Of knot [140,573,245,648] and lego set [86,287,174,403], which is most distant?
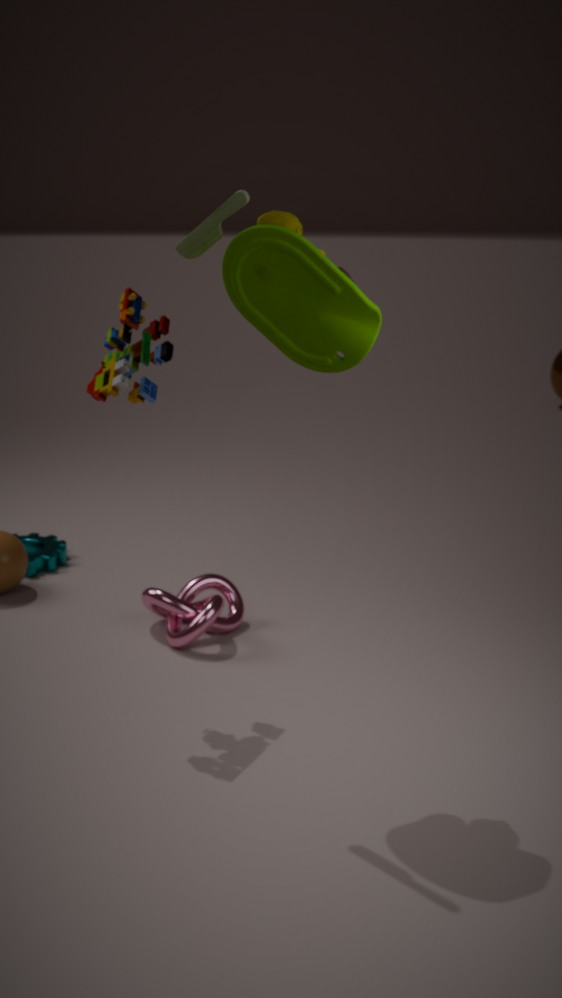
knot [140,573,245,648]
